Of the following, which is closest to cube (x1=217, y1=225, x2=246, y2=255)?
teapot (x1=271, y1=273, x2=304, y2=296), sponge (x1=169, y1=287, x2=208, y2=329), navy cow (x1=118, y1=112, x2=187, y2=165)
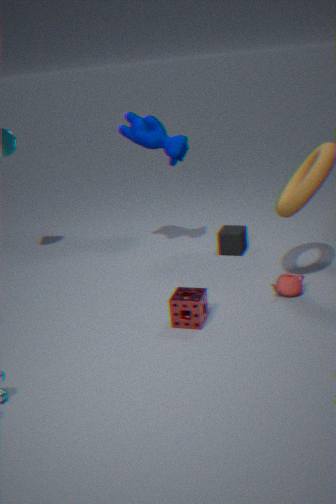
navy cow (x1=118, y1=112, x2=187, y2=165)
